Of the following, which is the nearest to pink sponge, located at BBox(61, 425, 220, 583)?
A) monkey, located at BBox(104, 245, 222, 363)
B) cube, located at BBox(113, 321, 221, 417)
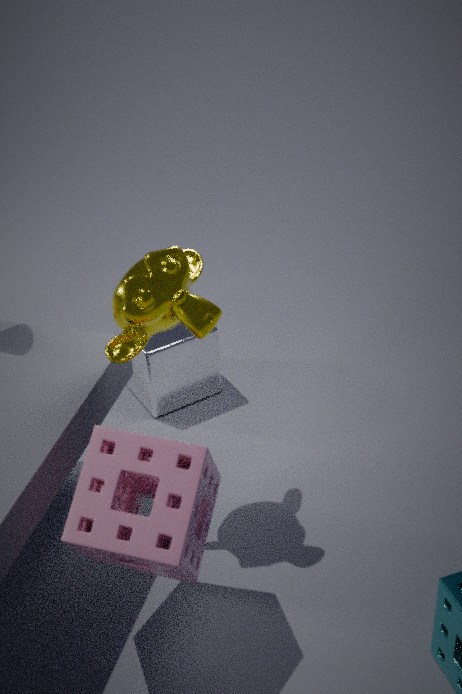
monkey, located at BBox(104, 245, 222, 363)
